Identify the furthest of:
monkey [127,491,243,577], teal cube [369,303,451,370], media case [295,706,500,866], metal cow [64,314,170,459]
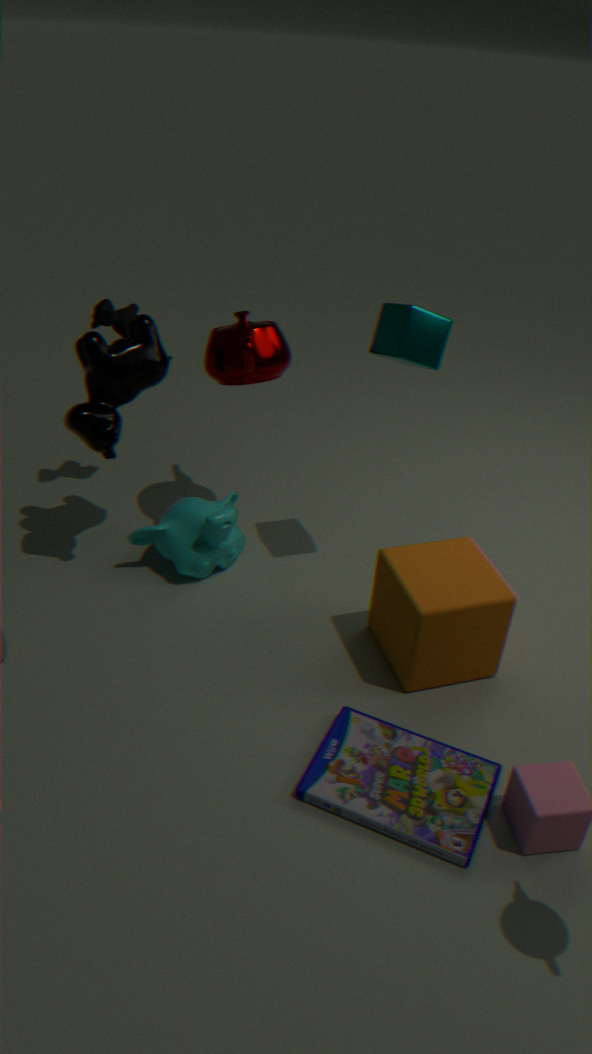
monkey [127,491,243,577]
